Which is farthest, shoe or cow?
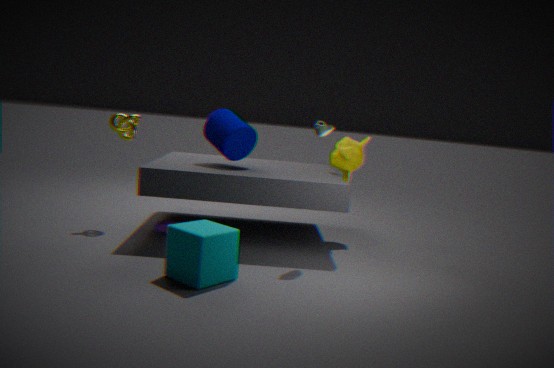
cow
